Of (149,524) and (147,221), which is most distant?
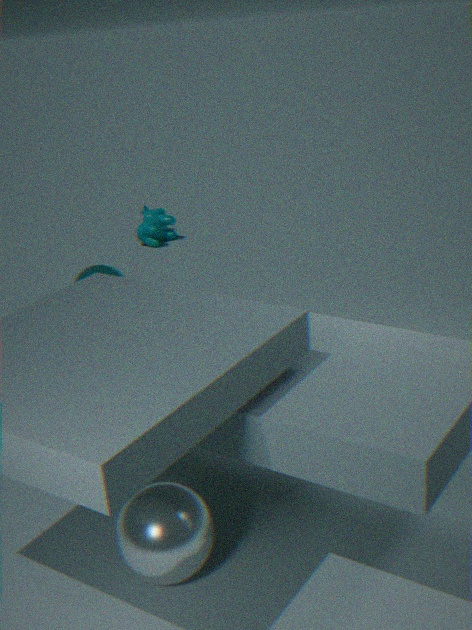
(147,221)
